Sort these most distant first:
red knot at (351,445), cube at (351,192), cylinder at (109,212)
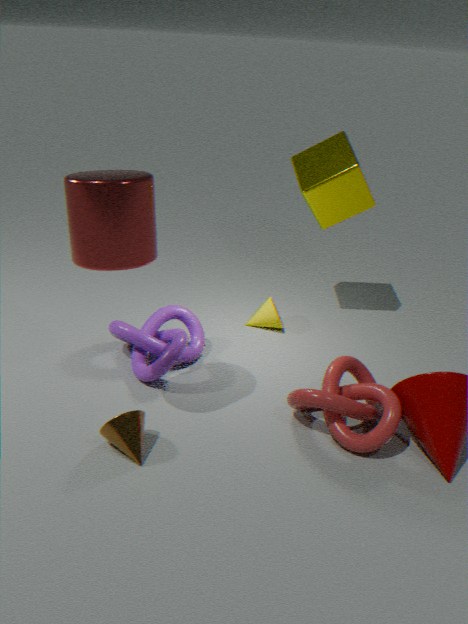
cube at (351,192), red knot at (351,445), cylinder at (109,212)
